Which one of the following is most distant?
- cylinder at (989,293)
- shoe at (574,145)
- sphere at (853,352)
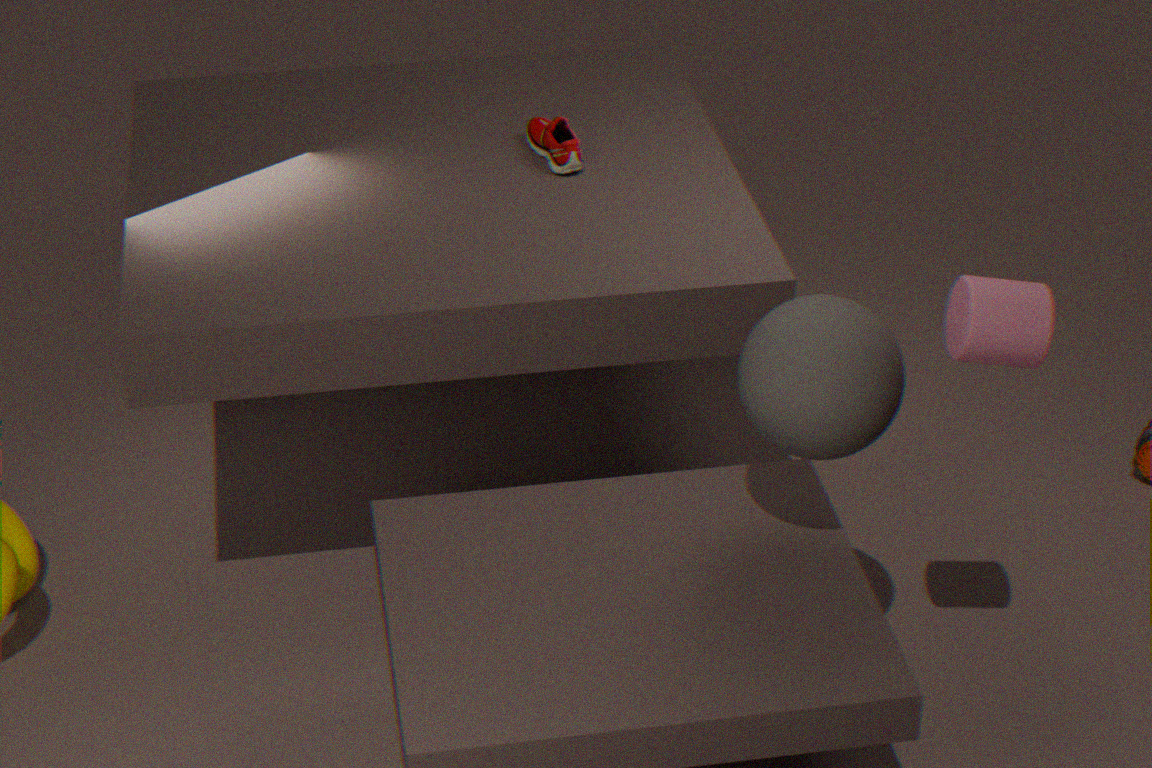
shoe at (574,145)
